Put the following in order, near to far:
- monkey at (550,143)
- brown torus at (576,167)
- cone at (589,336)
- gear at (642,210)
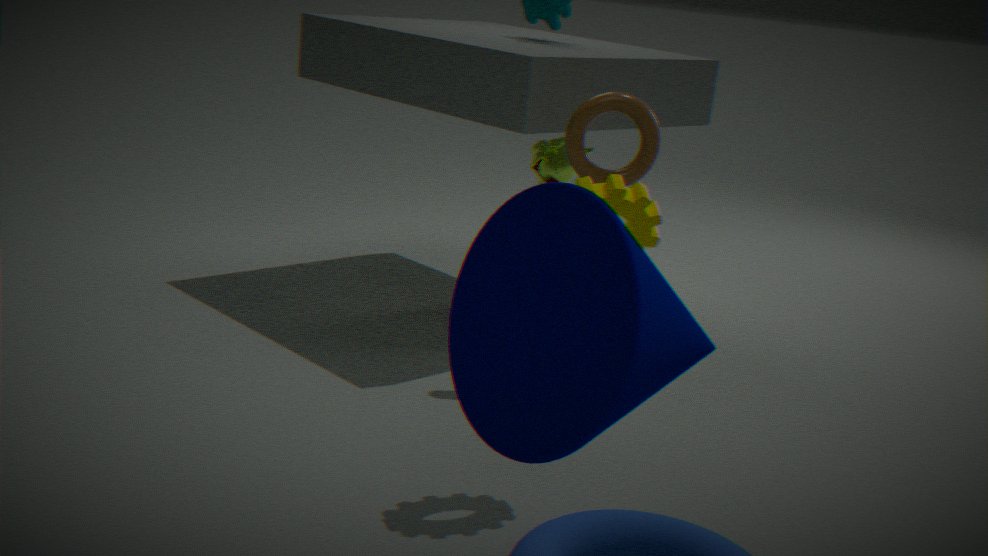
1. cone at (589,336)
2. gear at (642,210)
3. brown torus at (576,167)
4. monkey at (550,143)
